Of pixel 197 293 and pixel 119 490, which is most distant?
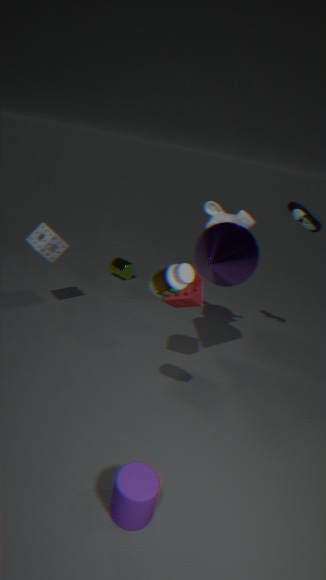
pixel 197 293
